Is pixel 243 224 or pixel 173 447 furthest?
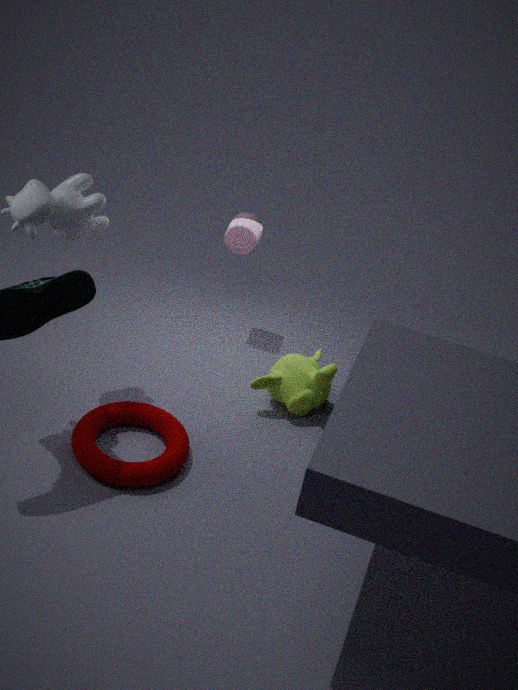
pixel 243 224
